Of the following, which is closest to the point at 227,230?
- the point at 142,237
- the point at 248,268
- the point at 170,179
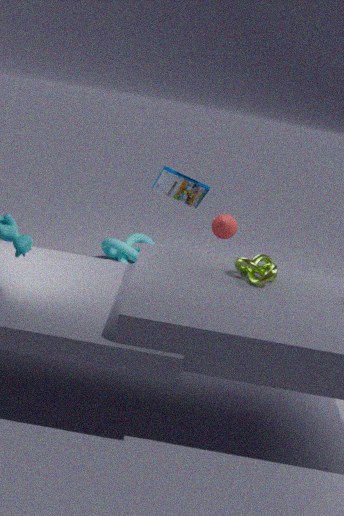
the point at 142,237
